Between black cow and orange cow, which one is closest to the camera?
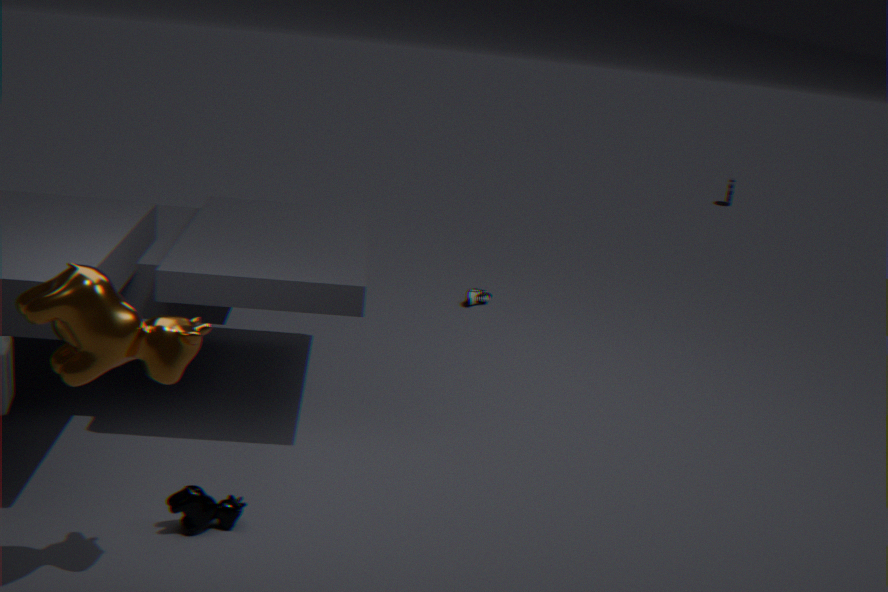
orange cow
